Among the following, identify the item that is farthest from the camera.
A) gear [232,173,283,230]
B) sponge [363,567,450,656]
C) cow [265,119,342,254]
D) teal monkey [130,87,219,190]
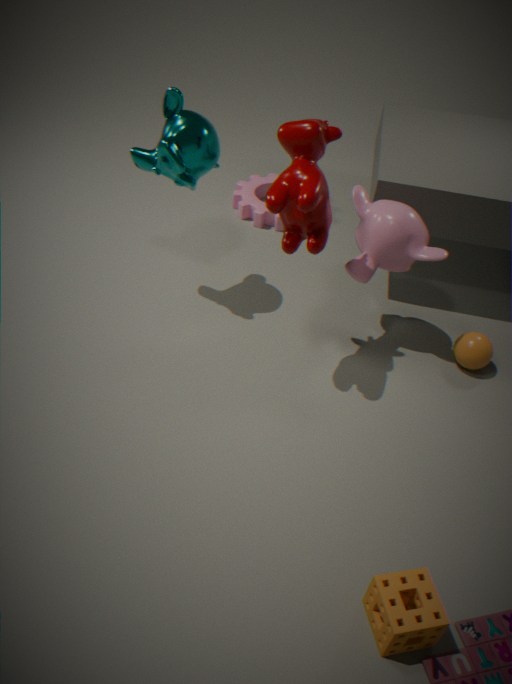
A. gear [232,173,283,230]
